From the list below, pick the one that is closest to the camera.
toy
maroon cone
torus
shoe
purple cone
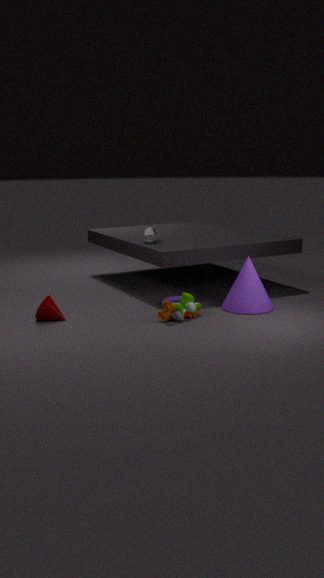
toy
